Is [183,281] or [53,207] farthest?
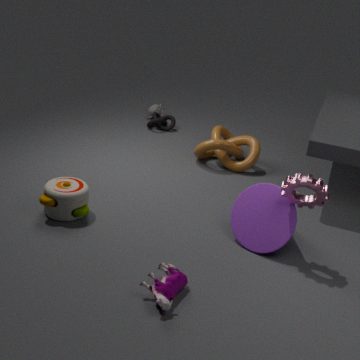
[53,207]
